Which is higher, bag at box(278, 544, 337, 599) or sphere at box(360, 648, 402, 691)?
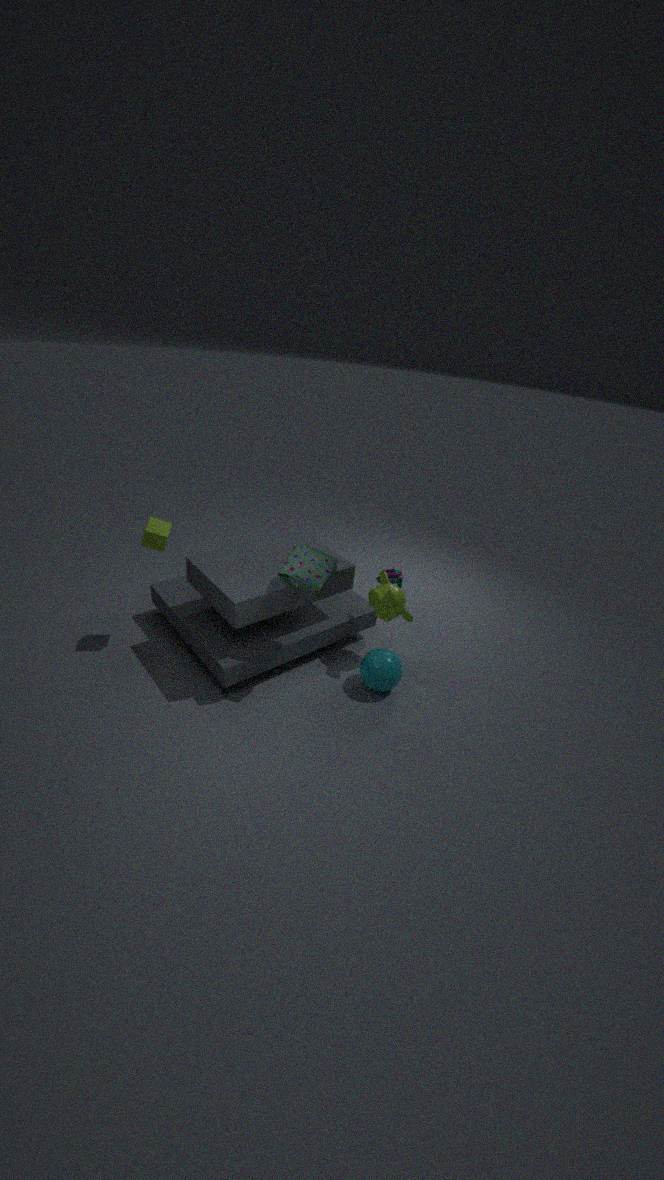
bag at box(278, 544, 337, 599)
